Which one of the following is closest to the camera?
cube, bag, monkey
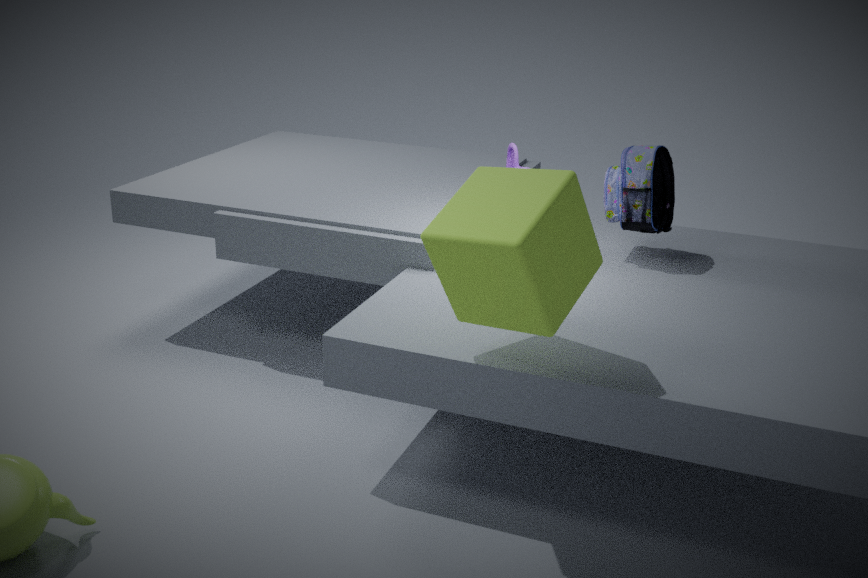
cube
